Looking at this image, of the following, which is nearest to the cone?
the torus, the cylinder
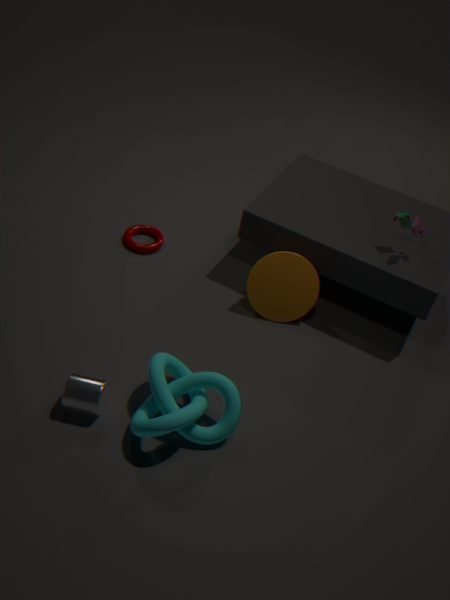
the torus
